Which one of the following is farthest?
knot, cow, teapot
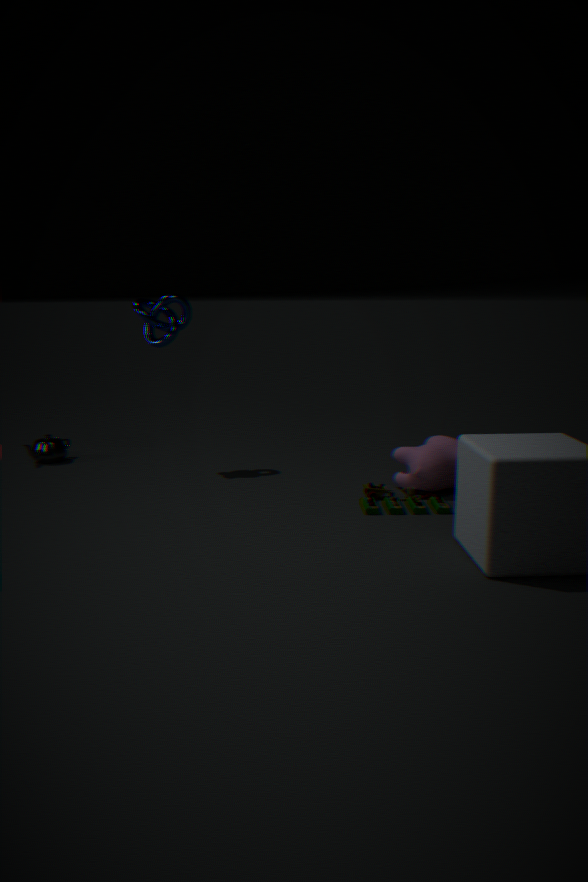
teapot
